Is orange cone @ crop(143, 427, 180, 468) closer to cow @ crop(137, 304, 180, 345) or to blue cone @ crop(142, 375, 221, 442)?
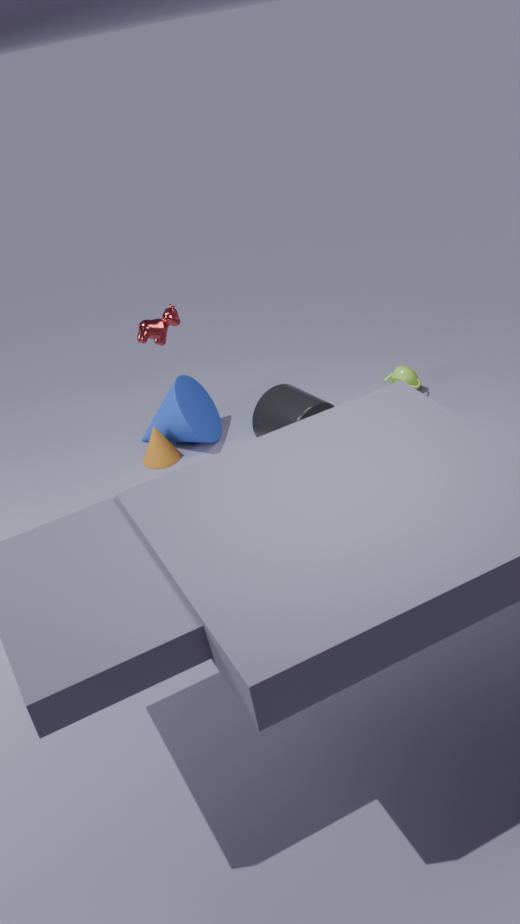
blue cone @ crop(142, 375, 221, 442)
